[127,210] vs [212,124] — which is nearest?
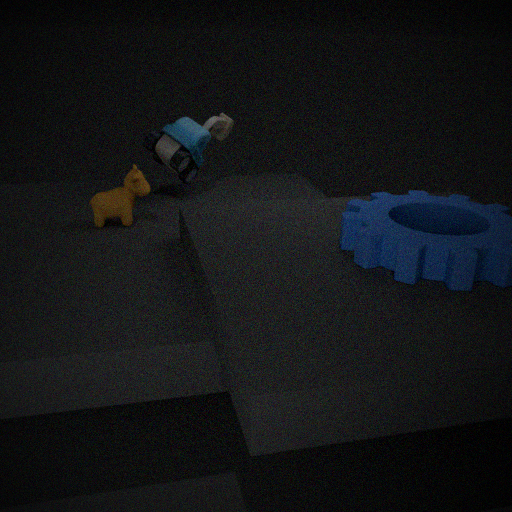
[127,210]
